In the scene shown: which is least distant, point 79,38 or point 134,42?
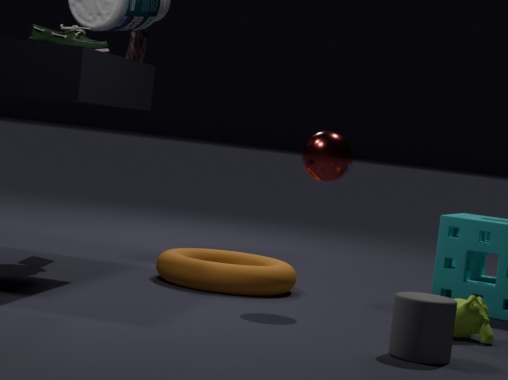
point 79,38
